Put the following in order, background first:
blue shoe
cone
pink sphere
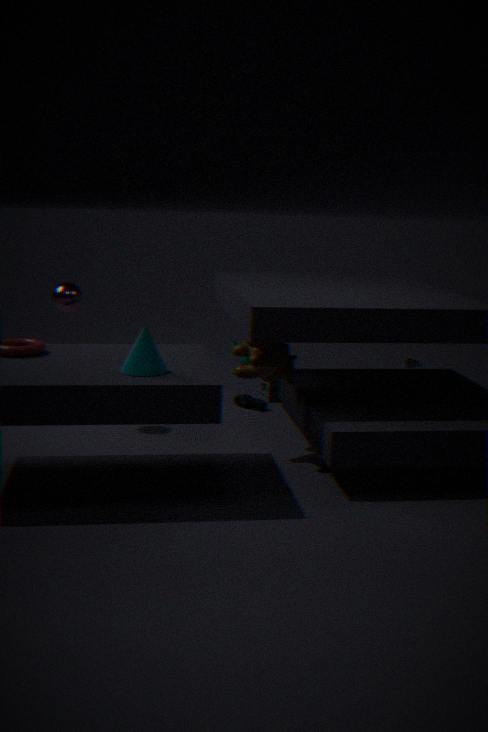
1. blue shoe
2. pink sphere
3. cone
